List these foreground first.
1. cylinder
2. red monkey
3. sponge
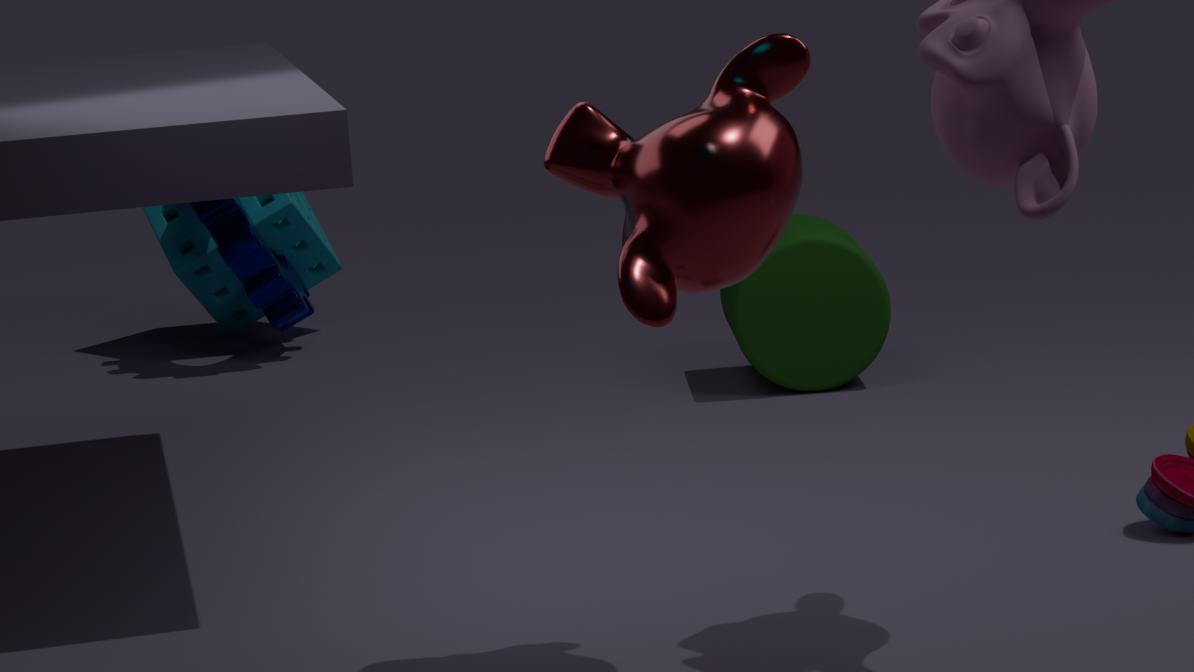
1. red monkey
2. cylinder
3. sponge
